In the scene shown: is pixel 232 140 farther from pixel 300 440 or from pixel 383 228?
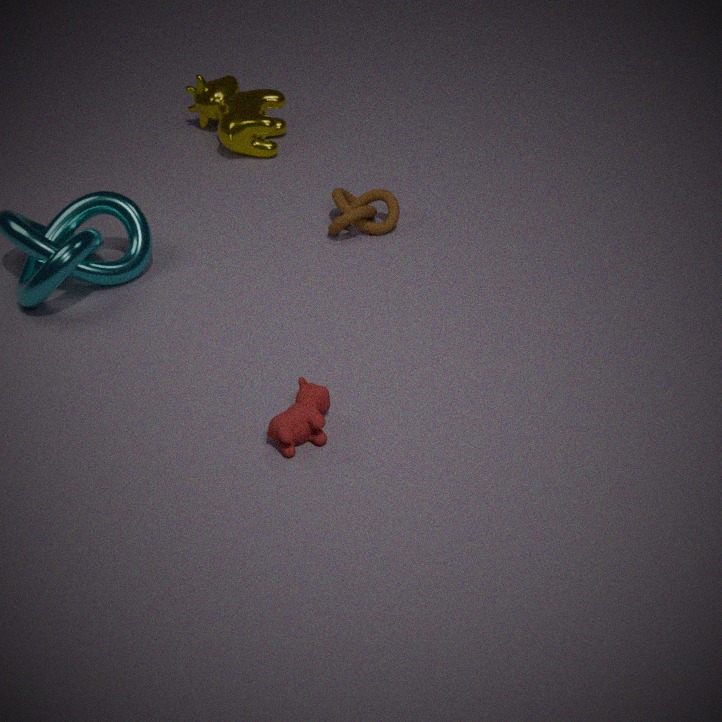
pixel 300 440
